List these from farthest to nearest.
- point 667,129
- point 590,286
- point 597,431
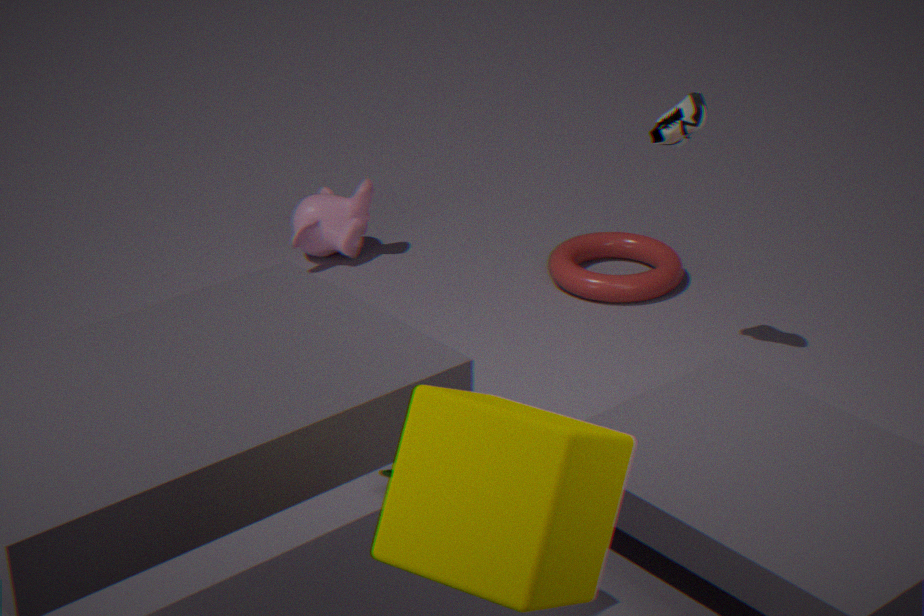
point 590,286
point 667,129
point 597,431
